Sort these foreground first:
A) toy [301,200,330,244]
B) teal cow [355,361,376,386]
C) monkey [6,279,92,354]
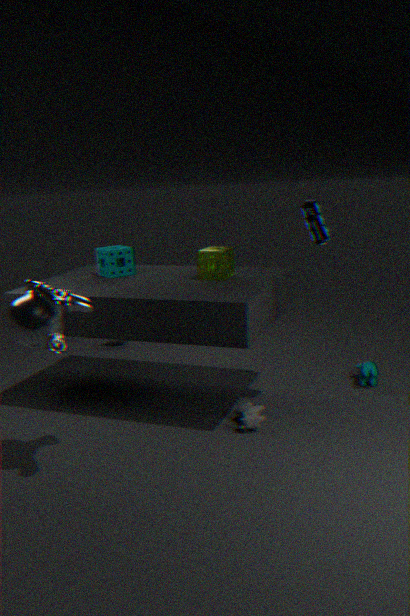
monkey [6,279,92,354]
toy [301,200,330,244]
teal cow [355,361,376,386]
